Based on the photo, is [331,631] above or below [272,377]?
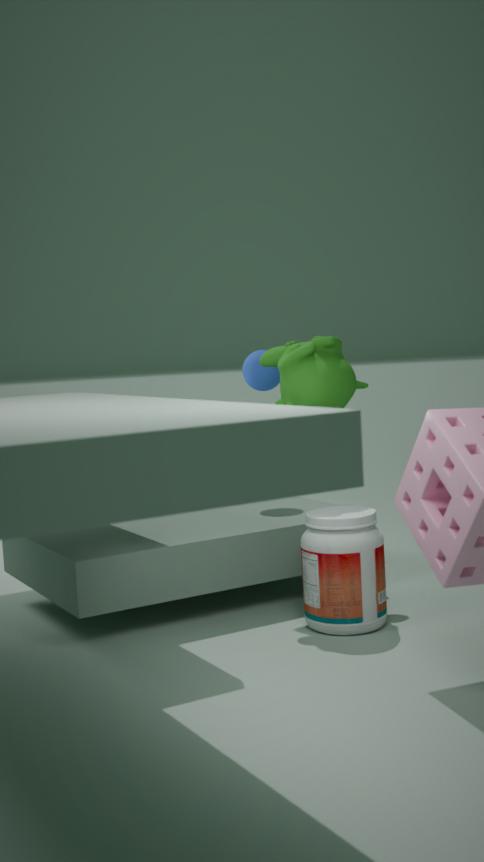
below
